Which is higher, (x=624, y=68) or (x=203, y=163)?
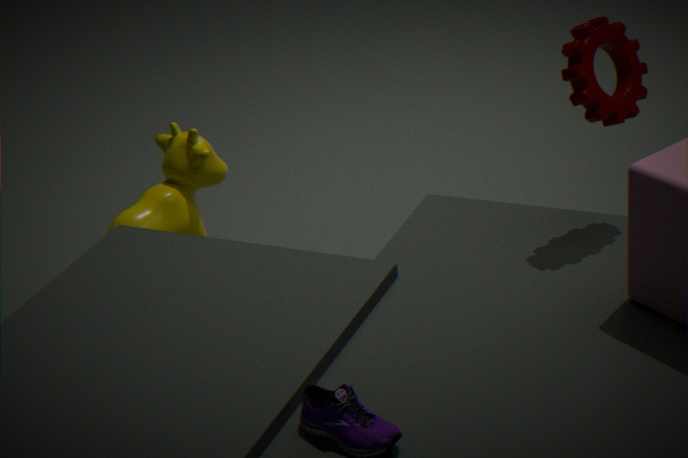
(x=624, y=68)
